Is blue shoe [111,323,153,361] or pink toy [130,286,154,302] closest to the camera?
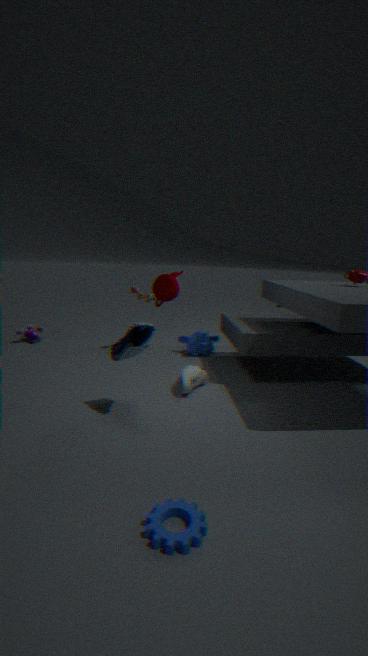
blue shoe [111,323,153,361]
